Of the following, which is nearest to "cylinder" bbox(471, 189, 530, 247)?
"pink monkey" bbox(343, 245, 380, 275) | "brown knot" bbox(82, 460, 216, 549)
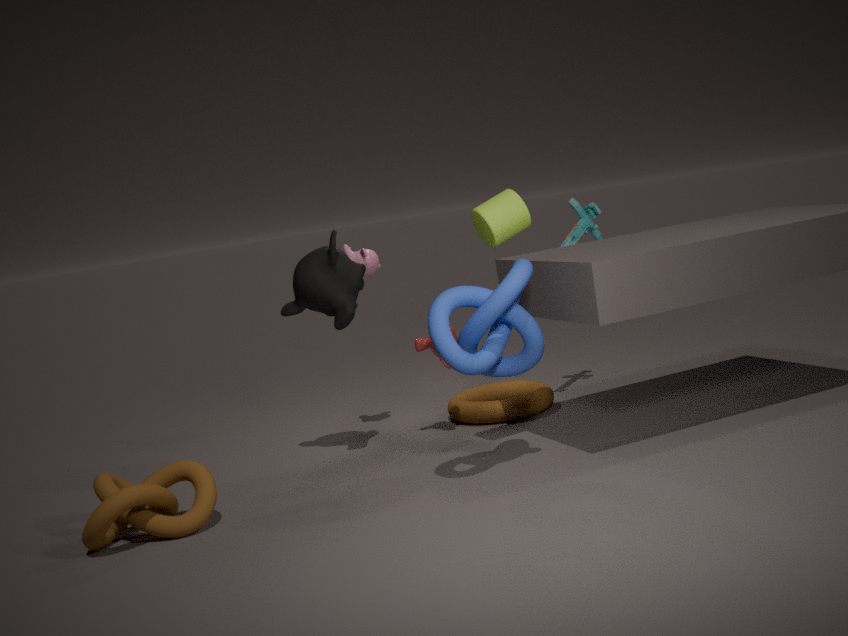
"pink monkey" bbox(343, 245, 380, 275)
